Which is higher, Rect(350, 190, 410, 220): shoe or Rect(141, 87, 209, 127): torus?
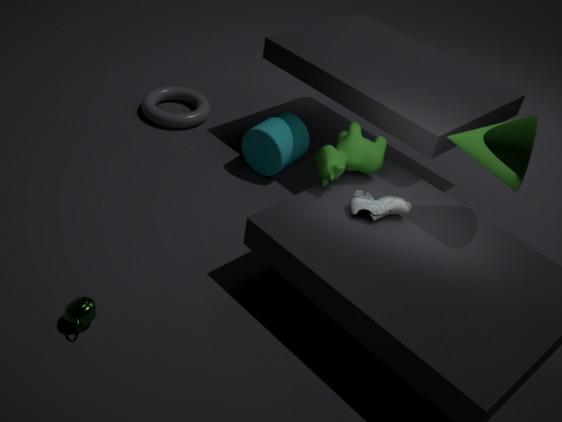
Rect(350, 190, 410, 220): shoe
